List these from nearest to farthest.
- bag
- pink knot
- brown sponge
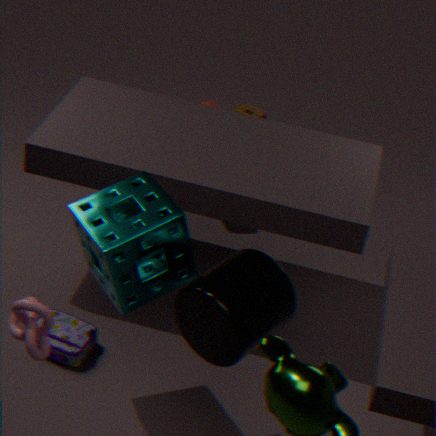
pink knot < bag < brown sponge
